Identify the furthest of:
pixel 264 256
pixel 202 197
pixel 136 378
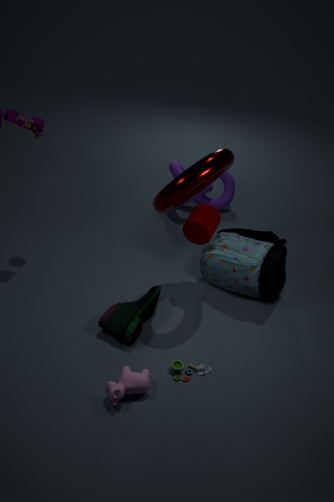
pixel 202 197
